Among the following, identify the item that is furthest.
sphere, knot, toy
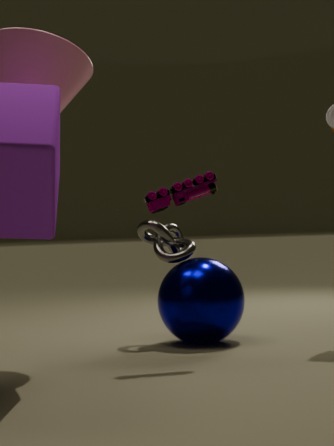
knot
